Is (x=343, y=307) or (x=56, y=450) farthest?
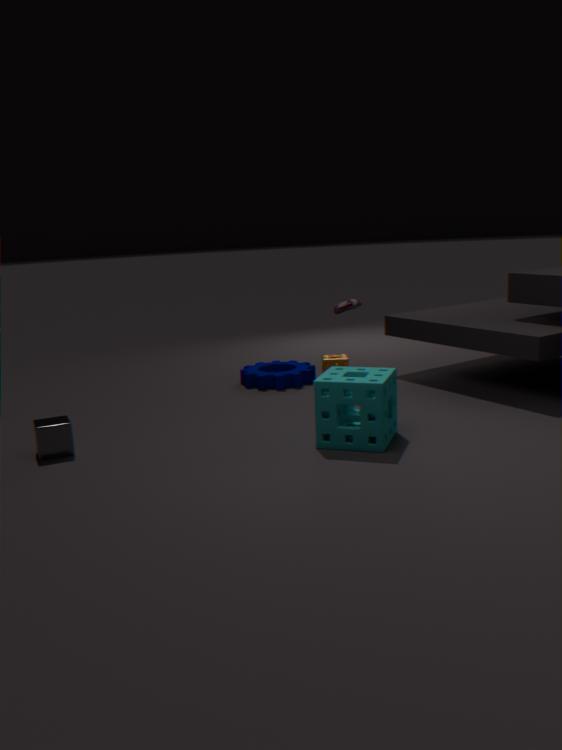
(x=343, y=307)
